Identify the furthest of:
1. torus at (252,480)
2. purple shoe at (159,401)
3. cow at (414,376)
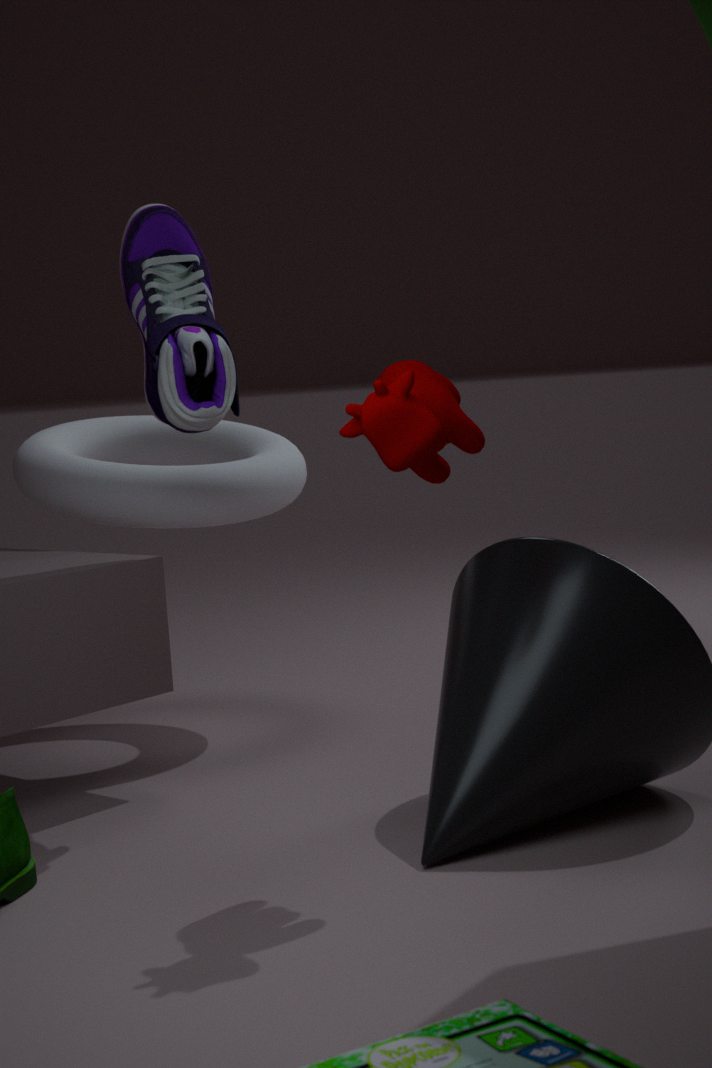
torus at (252,480)
